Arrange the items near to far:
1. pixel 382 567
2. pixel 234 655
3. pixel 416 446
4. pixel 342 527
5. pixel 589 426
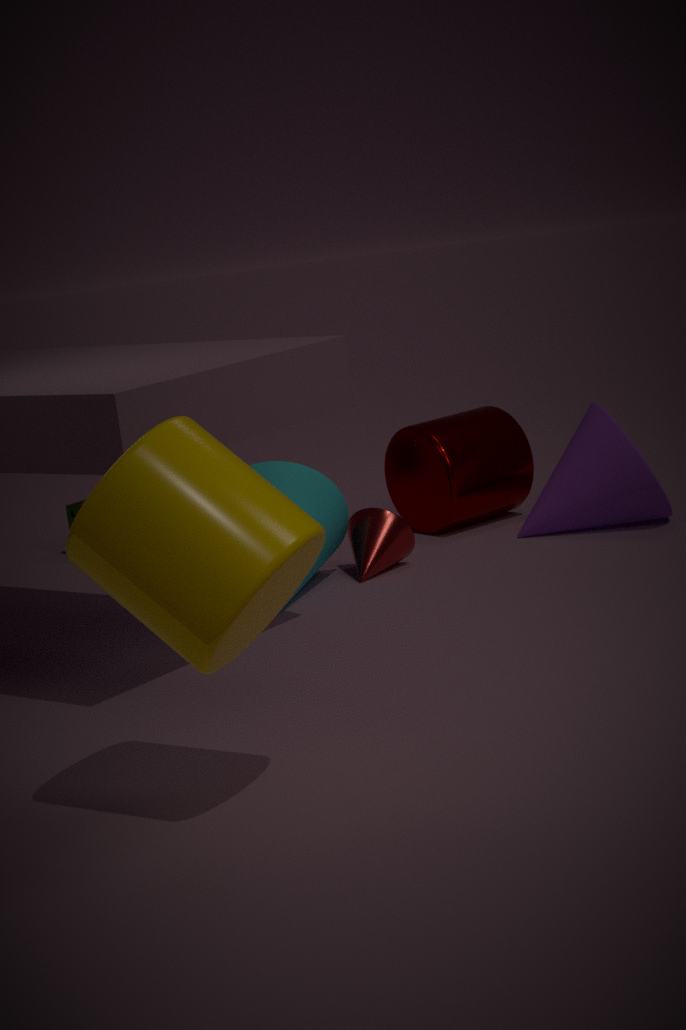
pixel 234 655, pixel 382 567, pixel 342 527, pixel 589 426, pixel 416 446
